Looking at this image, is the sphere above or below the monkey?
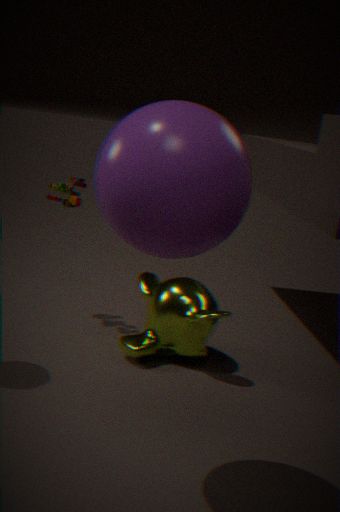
above
